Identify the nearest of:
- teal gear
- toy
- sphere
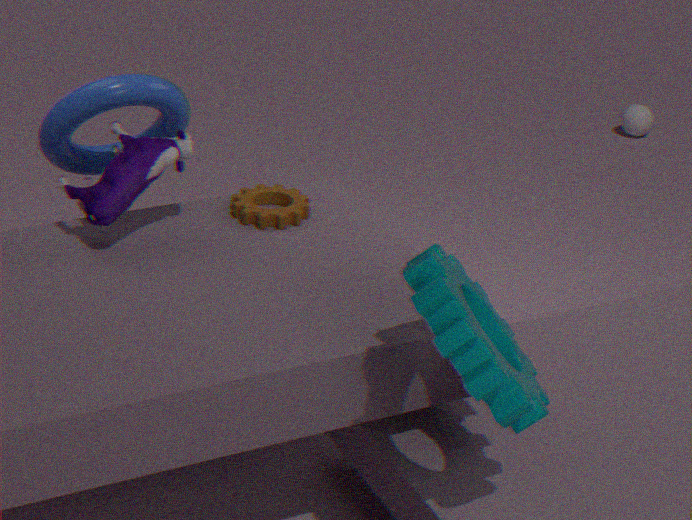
teal gear
